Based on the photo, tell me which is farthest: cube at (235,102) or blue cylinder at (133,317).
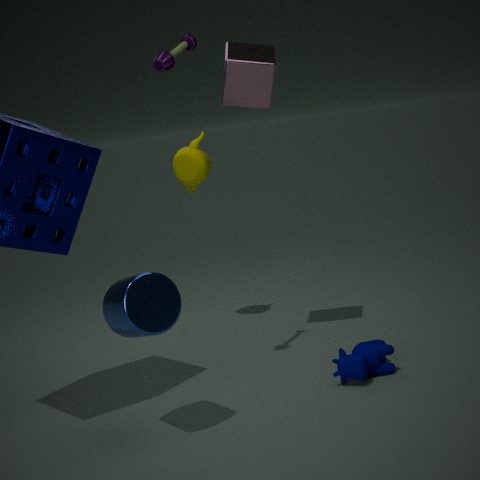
cube at (235,102)
